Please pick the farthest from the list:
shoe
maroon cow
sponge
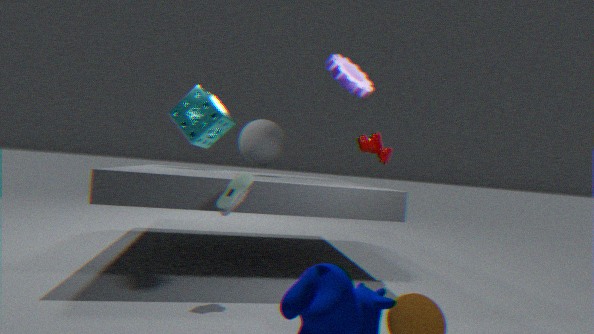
sponge
